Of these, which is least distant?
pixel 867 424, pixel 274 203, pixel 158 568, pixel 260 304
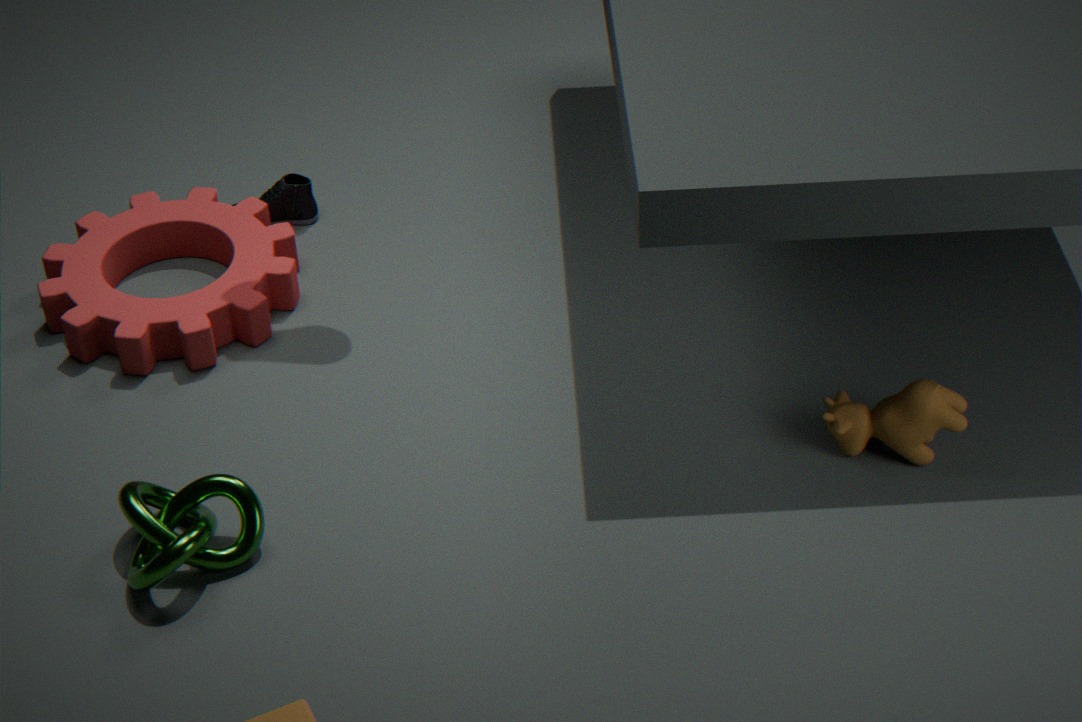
pixel 158 568
